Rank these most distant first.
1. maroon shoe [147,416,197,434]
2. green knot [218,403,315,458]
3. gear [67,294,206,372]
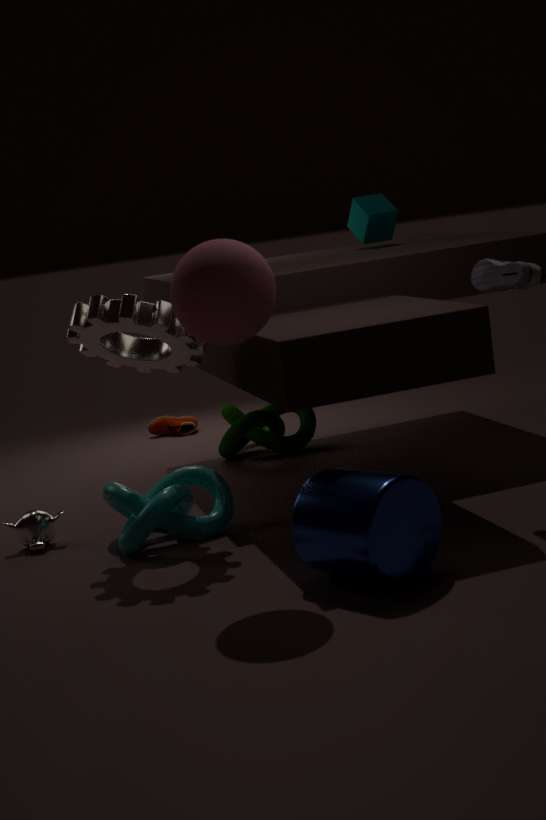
maroon shoe [147,416,197,434] < green knot [218,403,315,458] < gear [67,294,206,372]
